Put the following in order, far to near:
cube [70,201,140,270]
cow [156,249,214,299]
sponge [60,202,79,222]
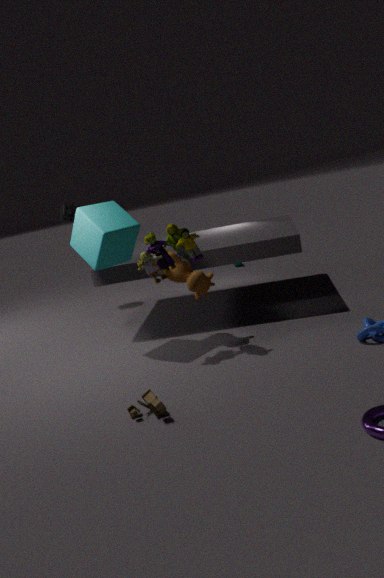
sponge [60,202,79,222] < cow [156,249,214,299] < cube [70,201,140,270]
